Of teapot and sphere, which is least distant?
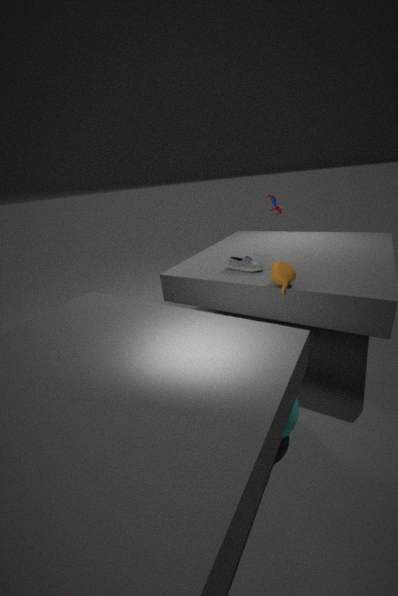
Result: sphere
